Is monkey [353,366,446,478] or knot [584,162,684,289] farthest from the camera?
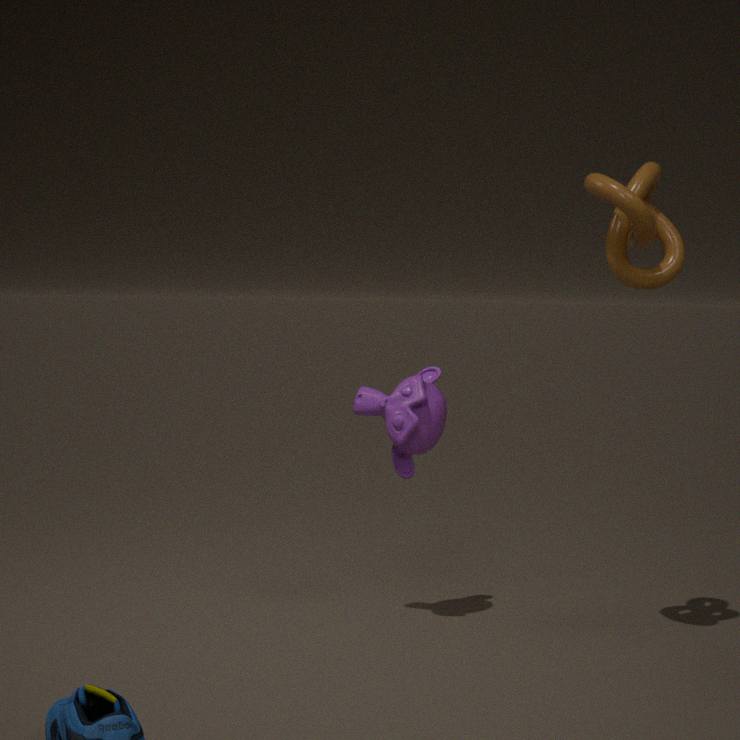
monkey [353,366,446,478]
